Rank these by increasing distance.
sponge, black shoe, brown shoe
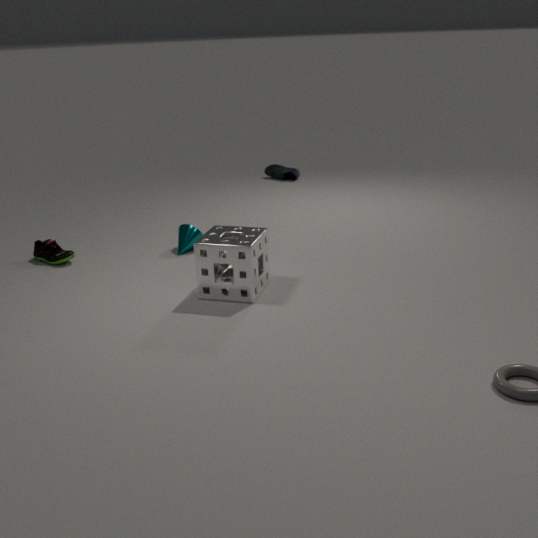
sponge → brown shoe → black shoe
